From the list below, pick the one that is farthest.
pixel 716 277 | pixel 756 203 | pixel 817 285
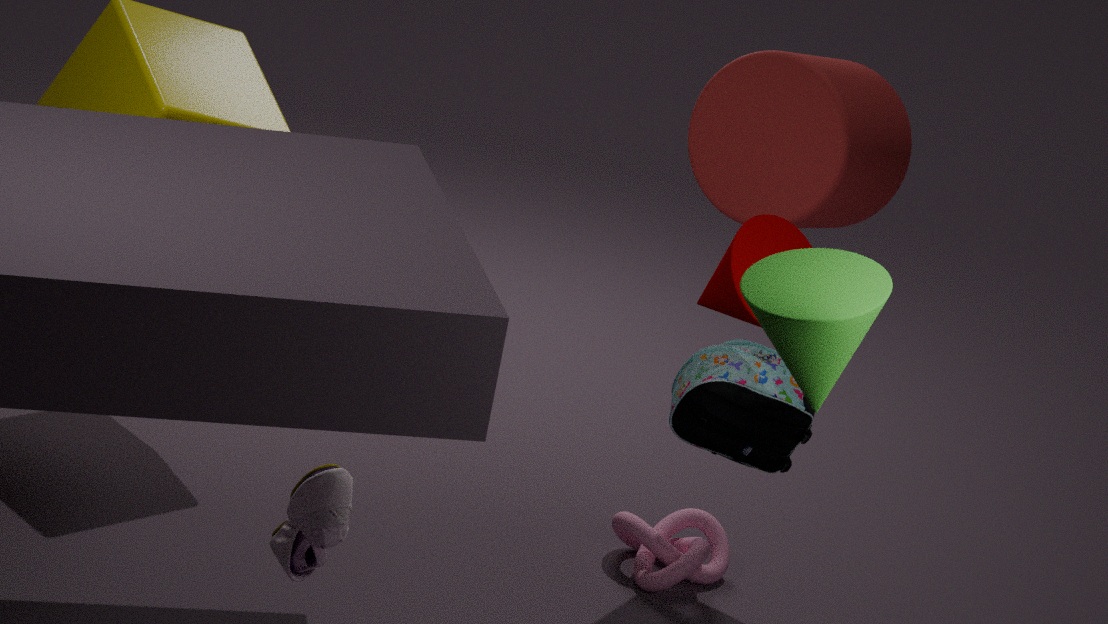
pixel 756 203
